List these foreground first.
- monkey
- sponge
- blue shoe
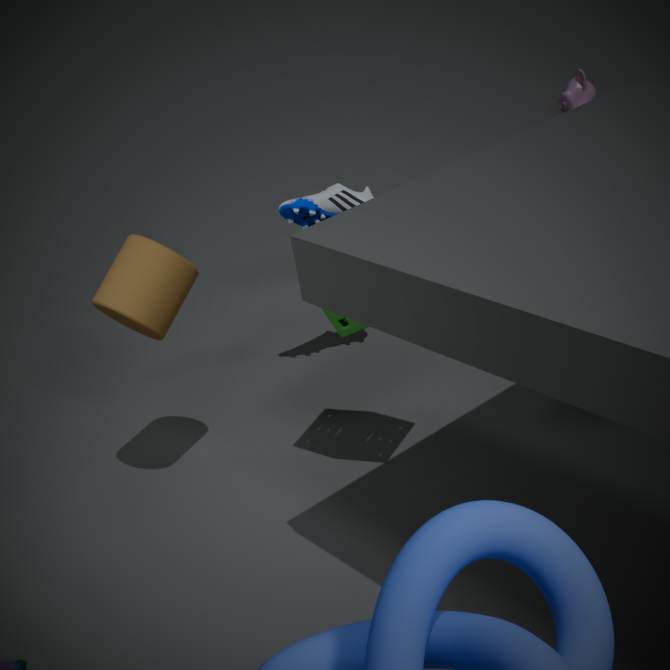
1. sponge
2. blue shoe
3. monkey
